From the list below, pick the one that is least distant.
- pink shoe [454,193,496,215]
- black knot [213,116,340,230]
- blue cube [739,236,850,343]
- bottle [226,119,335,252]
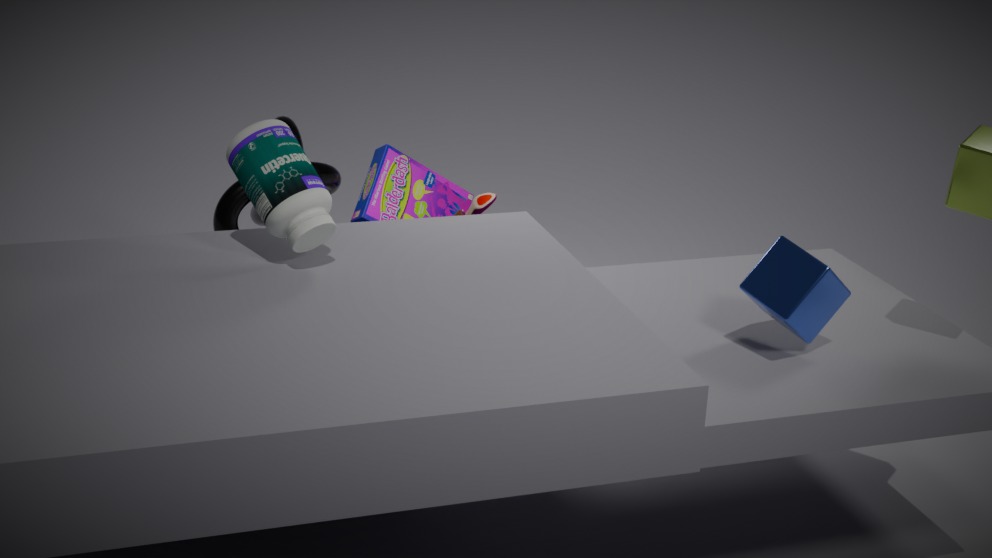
blue cube [739,236,850,343]
